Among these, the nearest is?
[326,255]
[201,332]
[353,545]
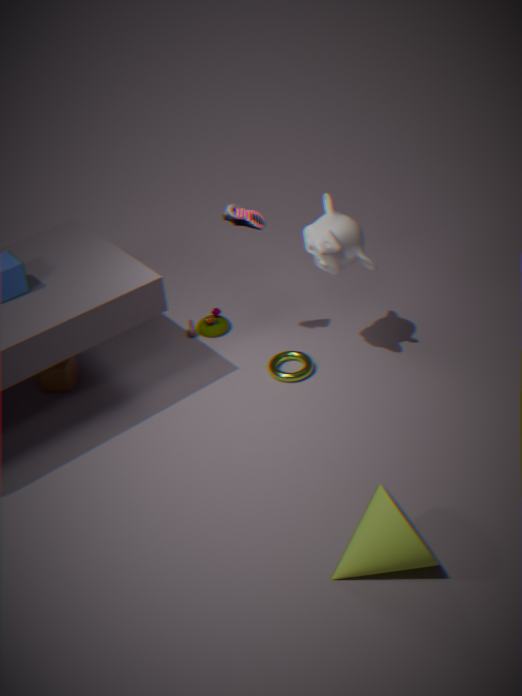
[353,545]
